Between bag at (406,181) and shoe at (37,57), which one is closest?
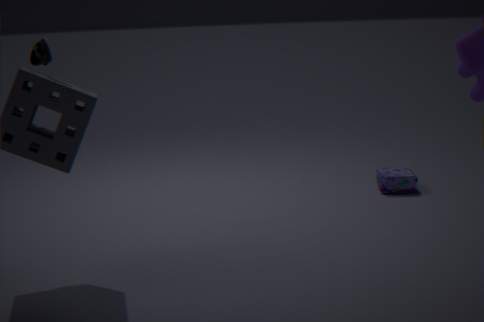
shoe at (37,57)
